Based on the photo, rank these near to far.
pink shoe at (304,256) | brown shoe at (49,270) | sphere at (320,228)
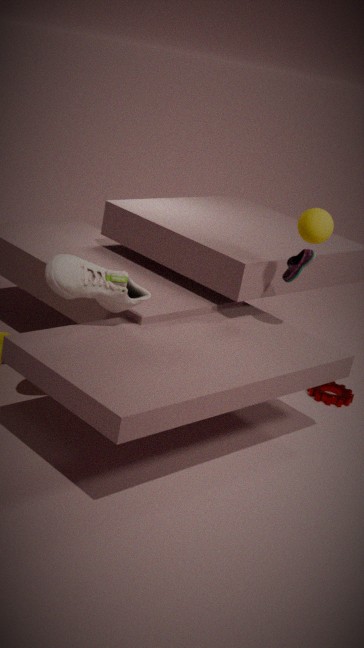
brown shoe at (49,270), sphere at (320,228), pink shoe at (304,256)
